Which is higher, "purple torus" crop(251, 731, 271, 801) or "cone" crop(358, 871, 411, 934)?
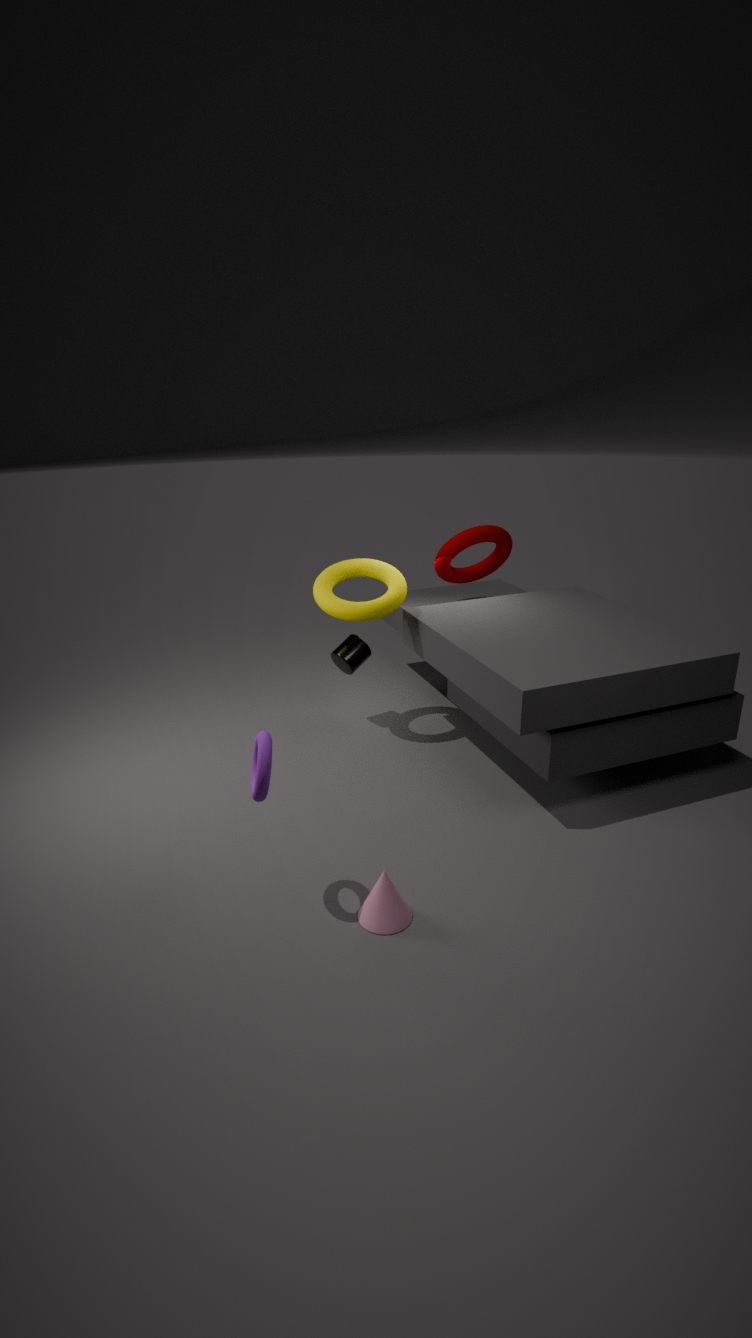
"purple torus" crop(251, 731, 271, 801)
